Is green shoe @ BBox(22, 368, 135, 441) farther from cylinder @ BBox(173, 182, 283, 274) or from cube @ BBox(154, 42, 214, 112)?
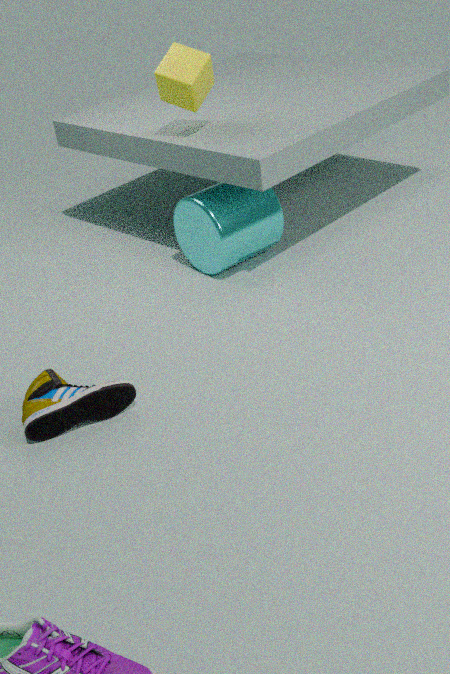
cube @ BBox(154, 42, 214, 112)
